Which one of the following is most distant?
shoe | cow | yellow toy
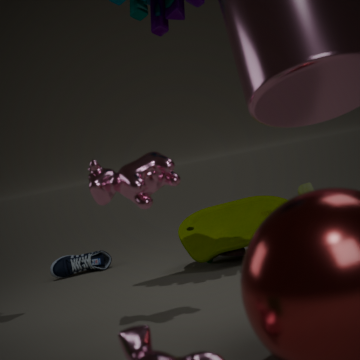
shoe
